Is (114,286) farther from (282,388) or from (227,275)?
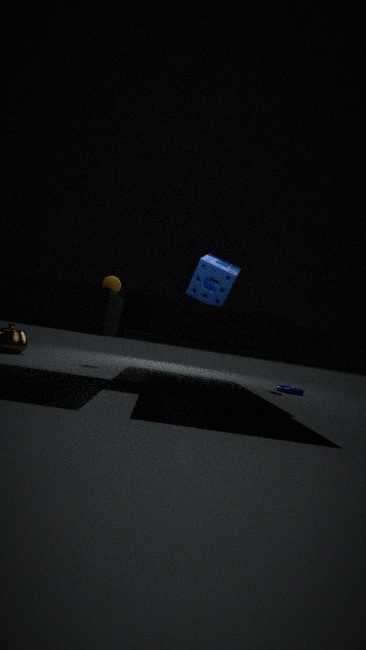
(282,388)
